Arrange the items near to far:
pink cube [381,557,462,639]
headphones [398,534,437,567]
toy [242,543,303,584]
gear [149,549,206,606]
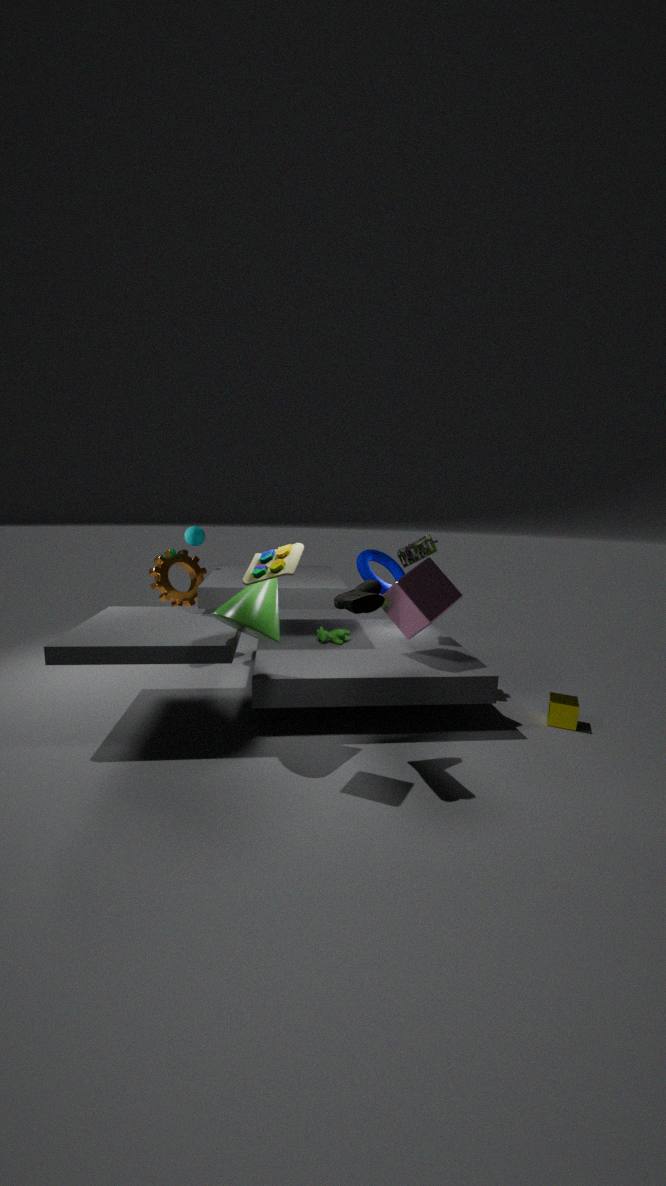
toy [242,543,303,584]
pink cube [381,557,462,639]
headphones [398,534,437,567]
gear [149,549,206,606]
